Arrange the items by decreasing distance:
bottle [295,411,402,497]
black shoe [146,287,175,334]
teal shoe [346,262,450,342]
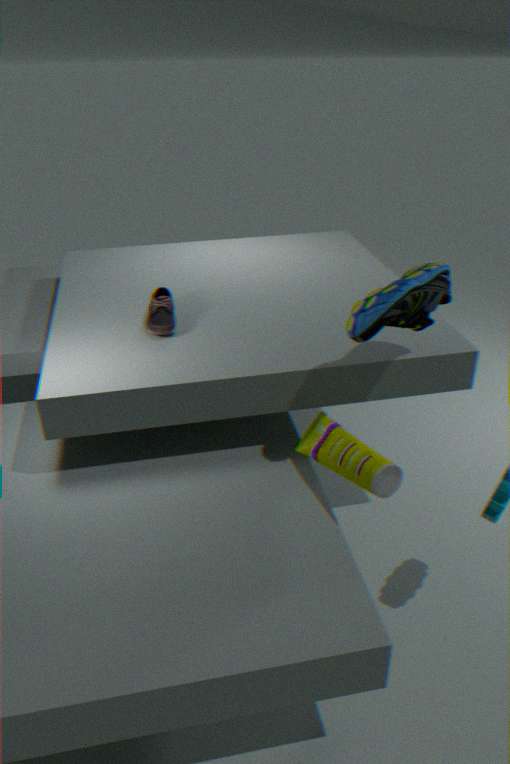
black shoe [146,287,175,334]
teal shoe [346,262,450,342]
bottle [295,411,402,497]
